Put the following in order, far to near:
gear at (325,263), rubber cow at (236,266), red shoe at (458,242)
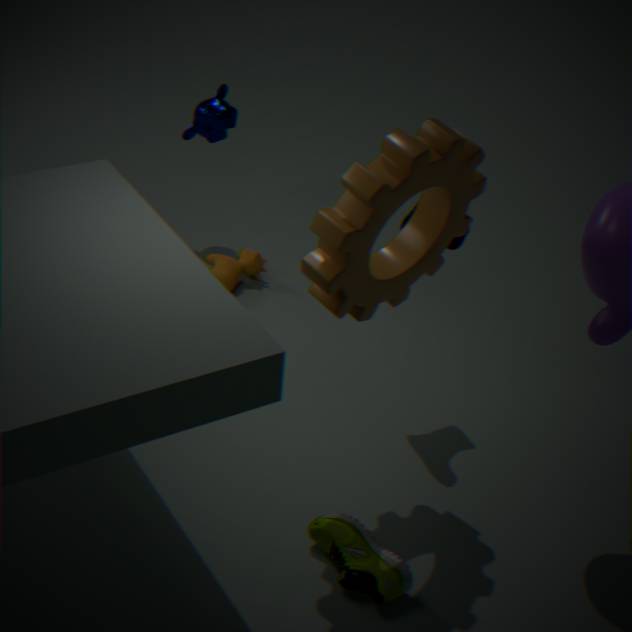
rubber cow at (236,266)
red shoe at (458,242)
gear at (325,263)
